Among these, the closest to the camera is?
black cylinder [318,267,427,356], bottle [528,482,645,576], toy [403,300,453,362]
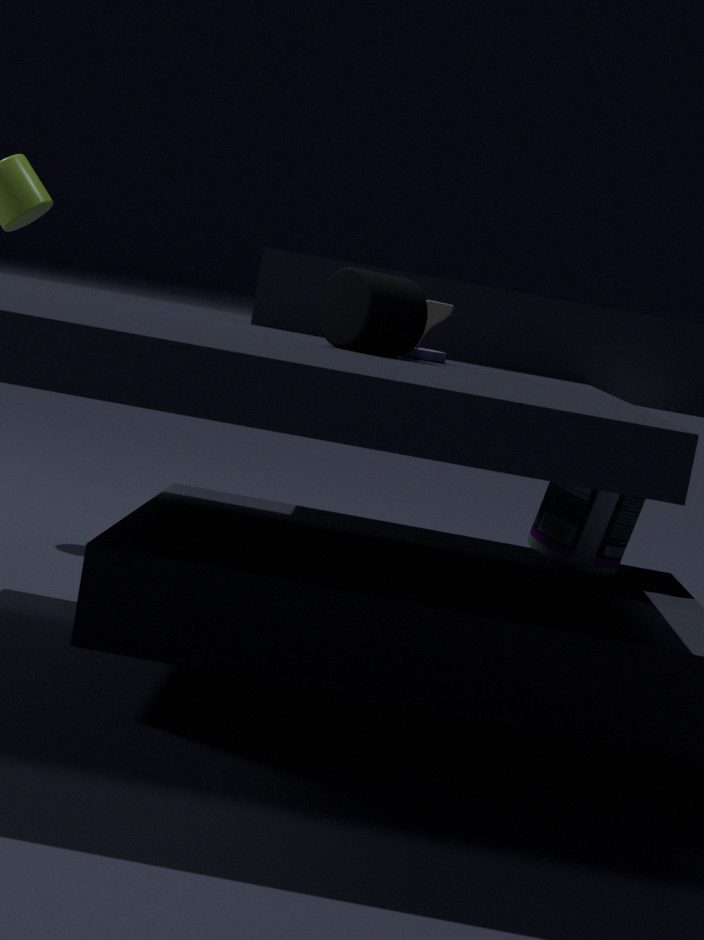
black cylinder [318,267,427,356]
